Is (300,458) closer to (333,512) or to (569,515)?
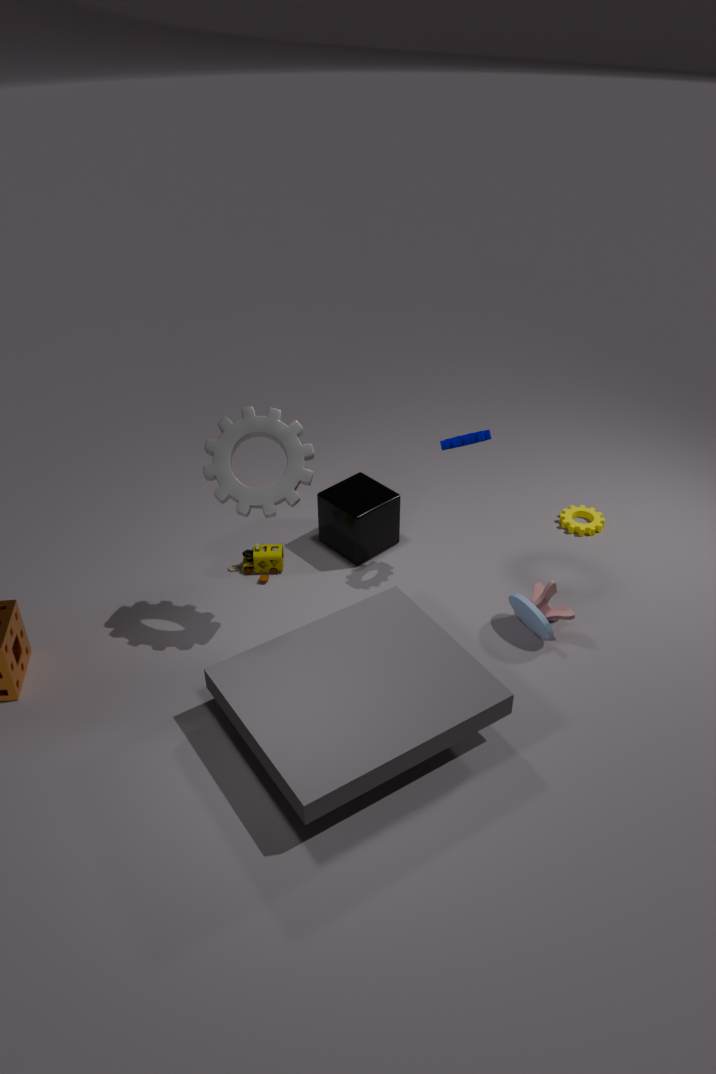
(333,512)
